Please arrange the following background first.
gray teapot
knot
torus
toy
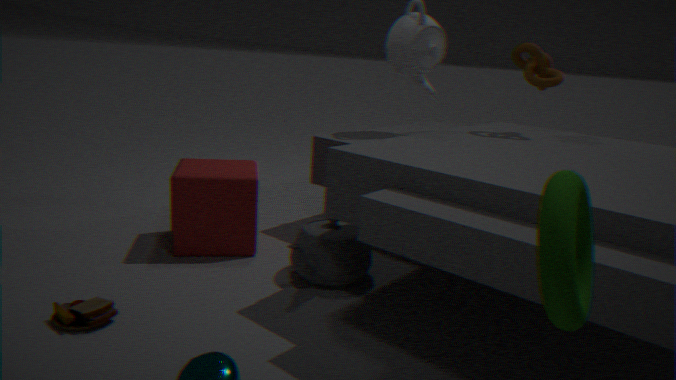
1. knot
2. gray teapot
3. toy
4. torus
